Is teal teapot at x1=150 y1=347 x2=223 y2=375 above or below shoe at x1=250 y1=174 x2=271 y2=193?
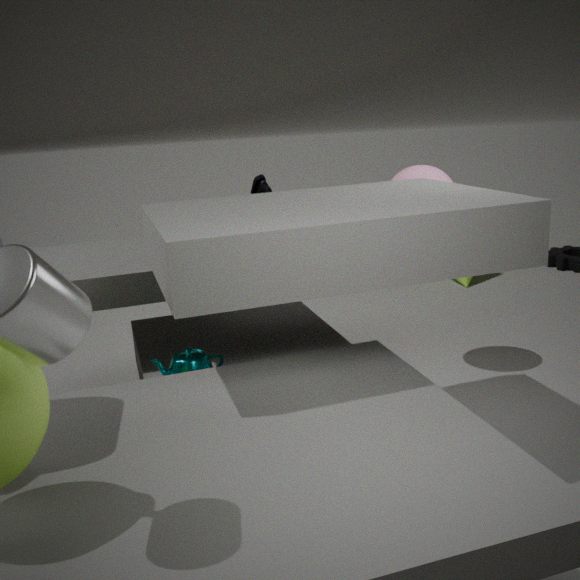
below
